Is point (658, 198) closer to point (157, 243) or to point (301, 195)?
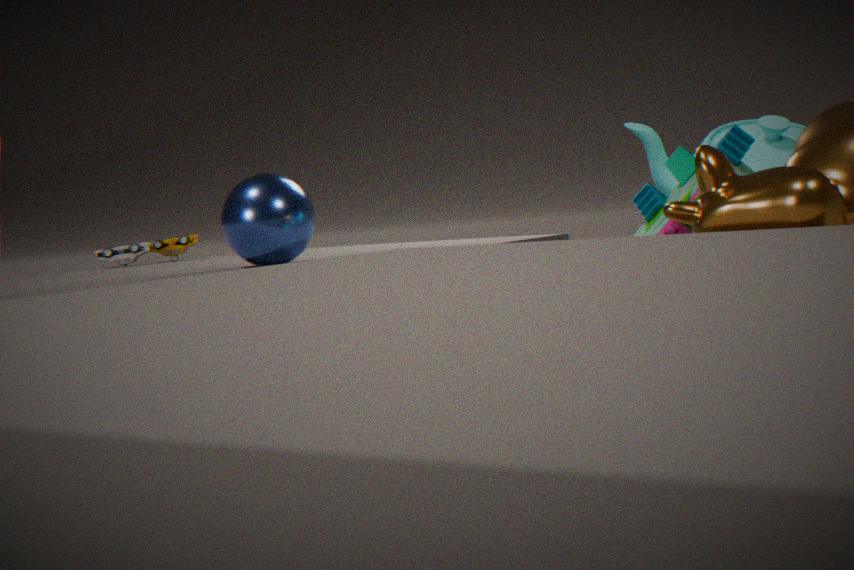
point (301, 195)
